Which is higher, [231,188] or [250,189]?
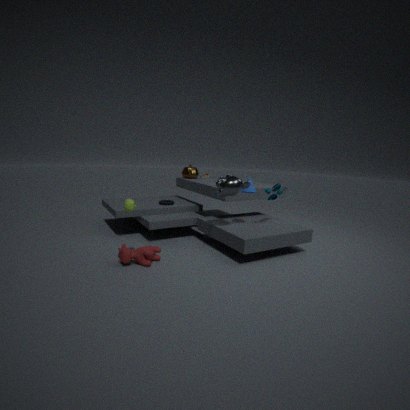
[231,188]
